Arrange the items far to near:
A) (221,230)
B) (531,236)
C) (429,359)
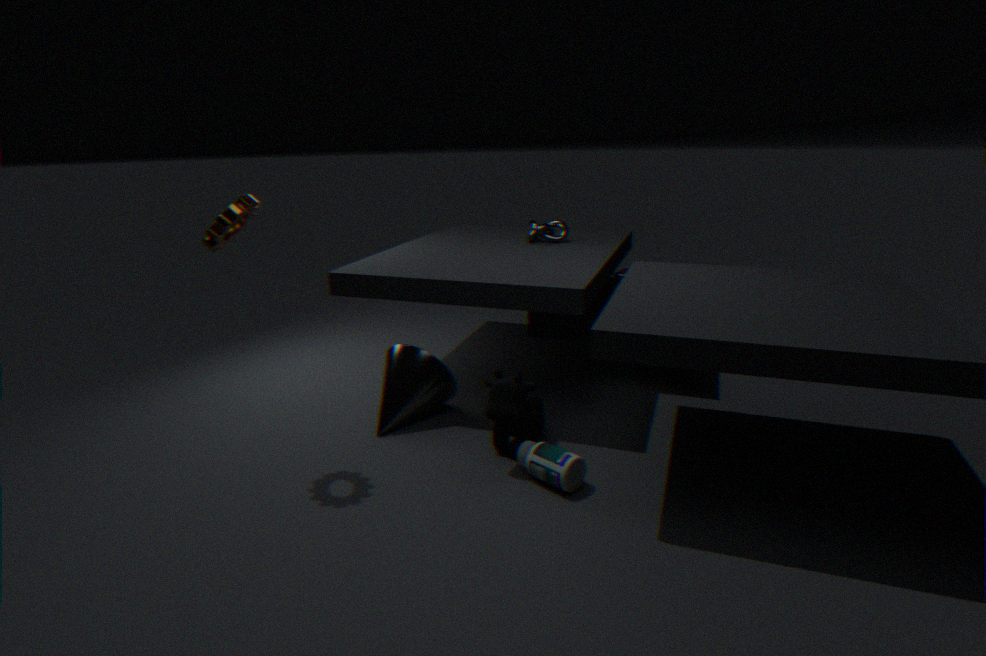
1. (531,236)
2. (429,359)
3. (221,230)
